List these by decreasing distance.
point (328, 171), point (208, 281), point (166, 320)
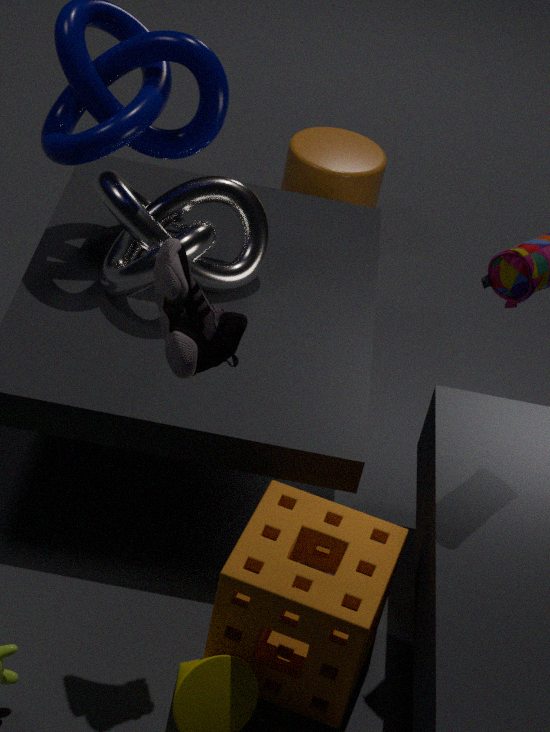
point (328, 171) < point (208, 281) < point (166, 320)
